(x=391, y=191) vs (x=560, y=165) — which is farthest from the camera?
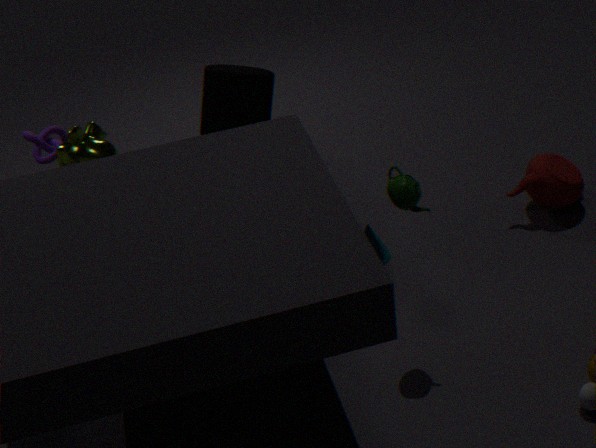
(x=560, y=165)
